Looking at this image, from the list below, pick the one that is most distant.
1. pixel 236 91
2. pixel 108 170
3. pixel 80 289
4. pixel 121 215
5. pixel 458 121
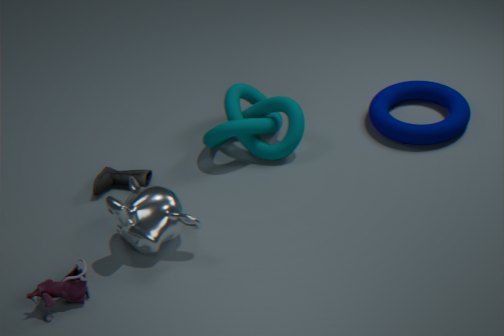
pixel 236 91
